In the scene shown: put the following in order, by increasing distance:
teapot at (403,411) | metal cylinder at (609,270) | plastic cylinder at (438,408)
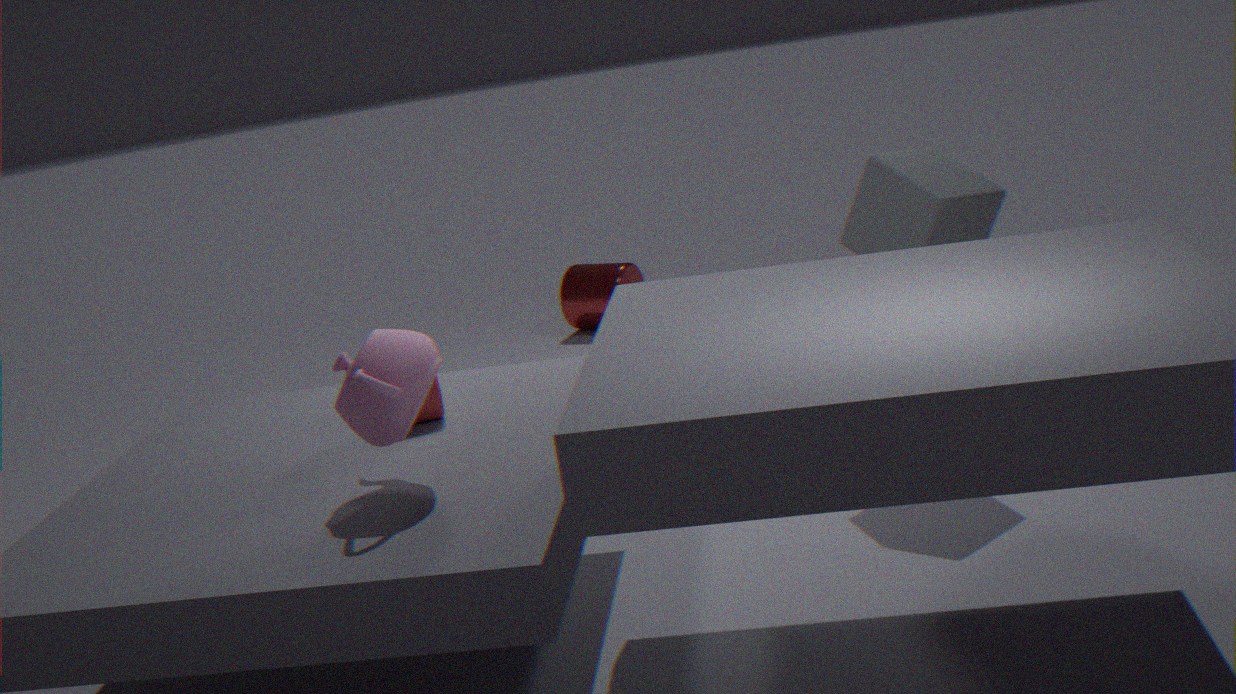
teapot at (403,411)
plastic cylinder at (438,408)
metal cylinder at (609,270)
